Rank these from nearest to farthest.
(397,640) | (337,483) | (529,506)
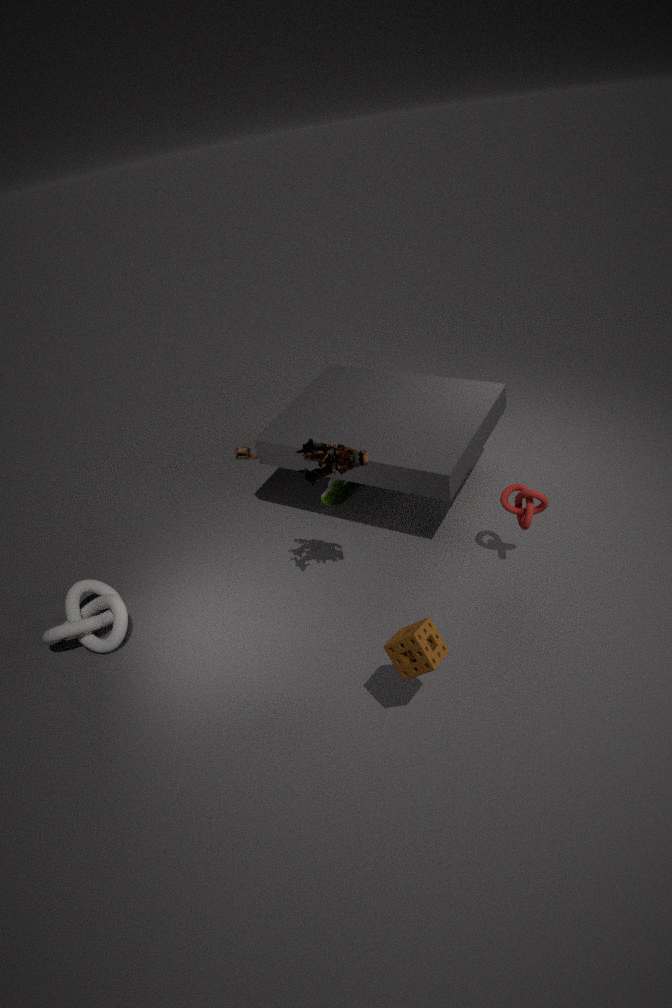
(397,640) → (529,506) → (337,483)
